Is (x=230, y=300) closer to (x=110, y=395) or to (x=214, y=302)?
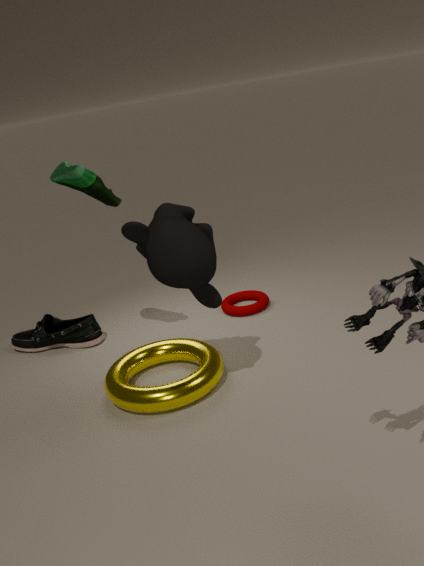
(x=110, y=395)
